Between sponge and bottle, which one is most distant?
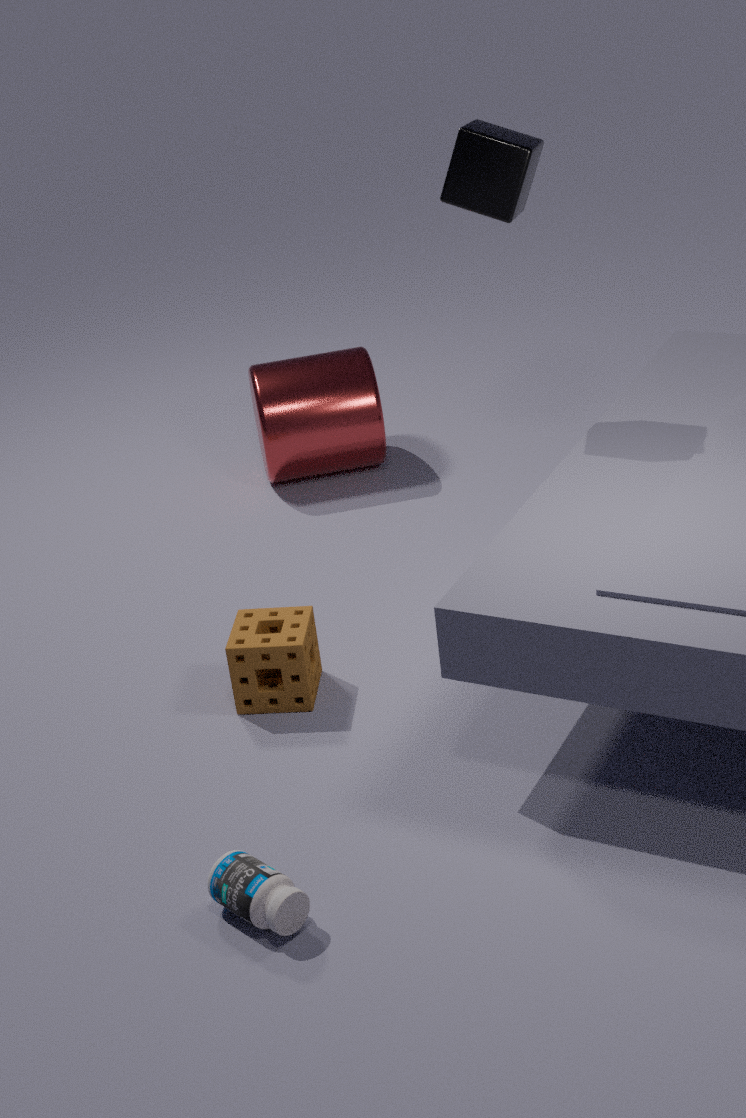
sponge
